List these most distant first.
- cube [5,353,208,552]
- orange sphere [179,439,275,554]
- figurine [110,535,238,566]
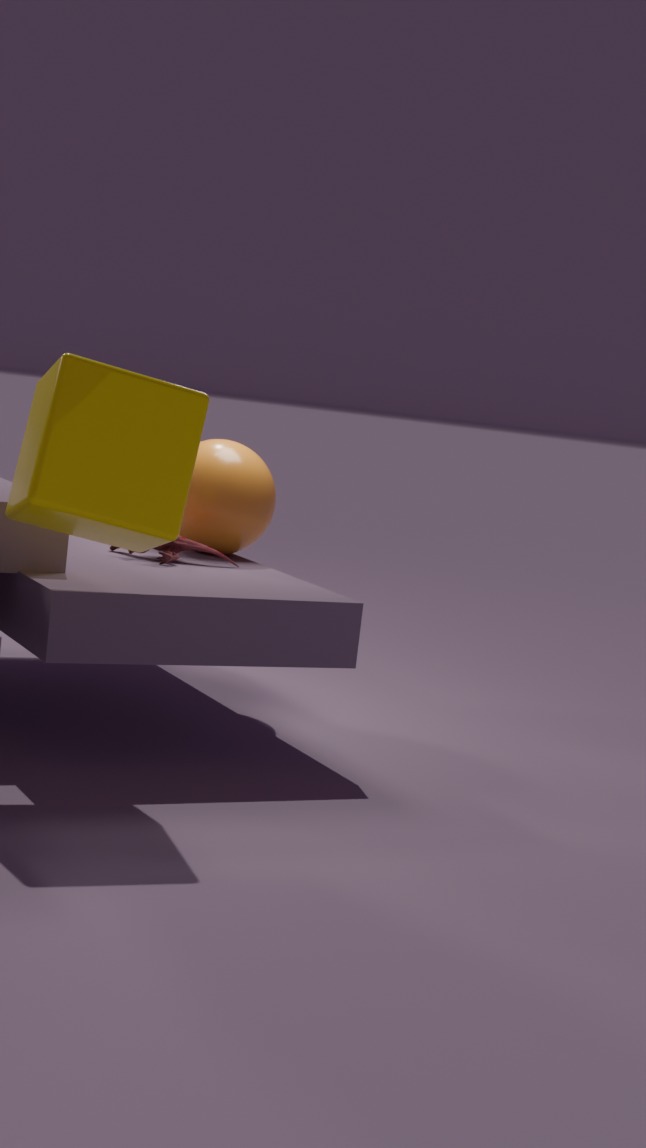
1. orange sphere [179,439,275,554]
2. figurine [110,535,238,566]
3. cube [5,353,208,552]
